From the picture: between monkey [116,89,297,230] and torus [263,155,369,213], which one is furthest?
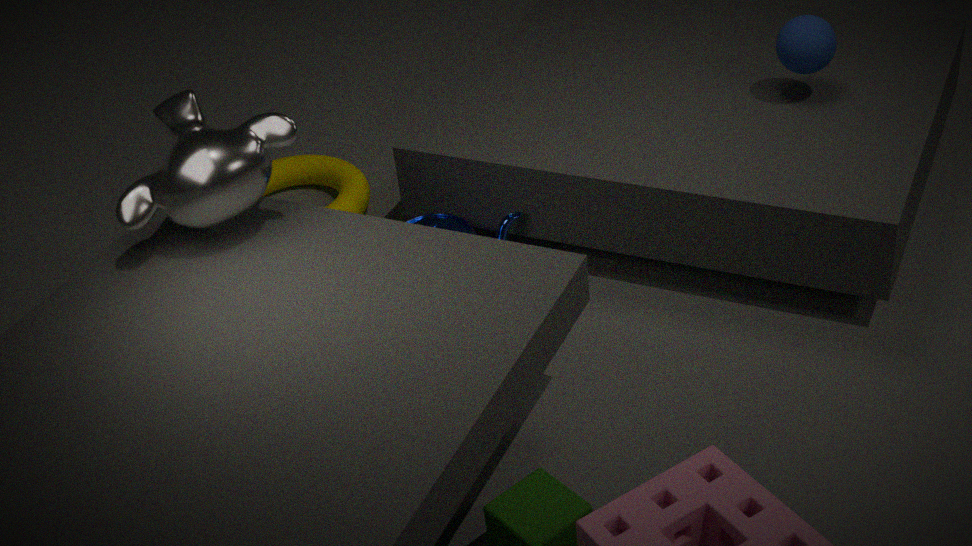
torus [263,155,369,213]
